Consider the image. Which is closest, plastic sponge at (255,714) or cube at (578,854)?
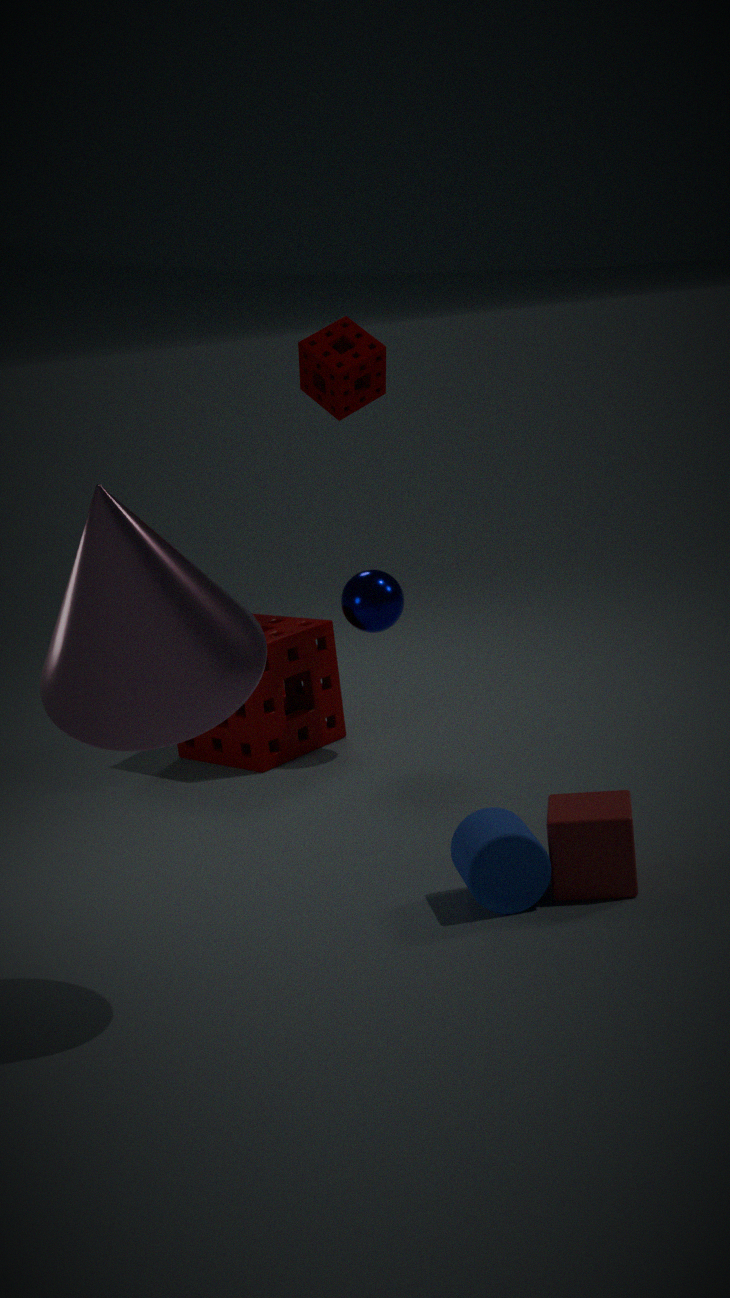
cube at (578,854)
